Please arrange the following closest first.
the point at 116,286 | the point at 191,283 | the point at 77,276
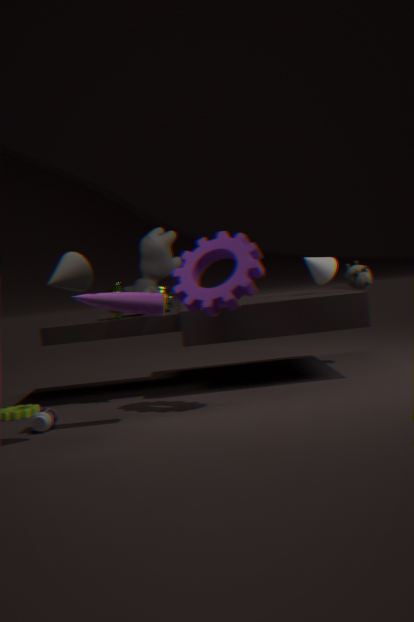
the point at 77,276 → the point at 191,283 → the point at 116,286
